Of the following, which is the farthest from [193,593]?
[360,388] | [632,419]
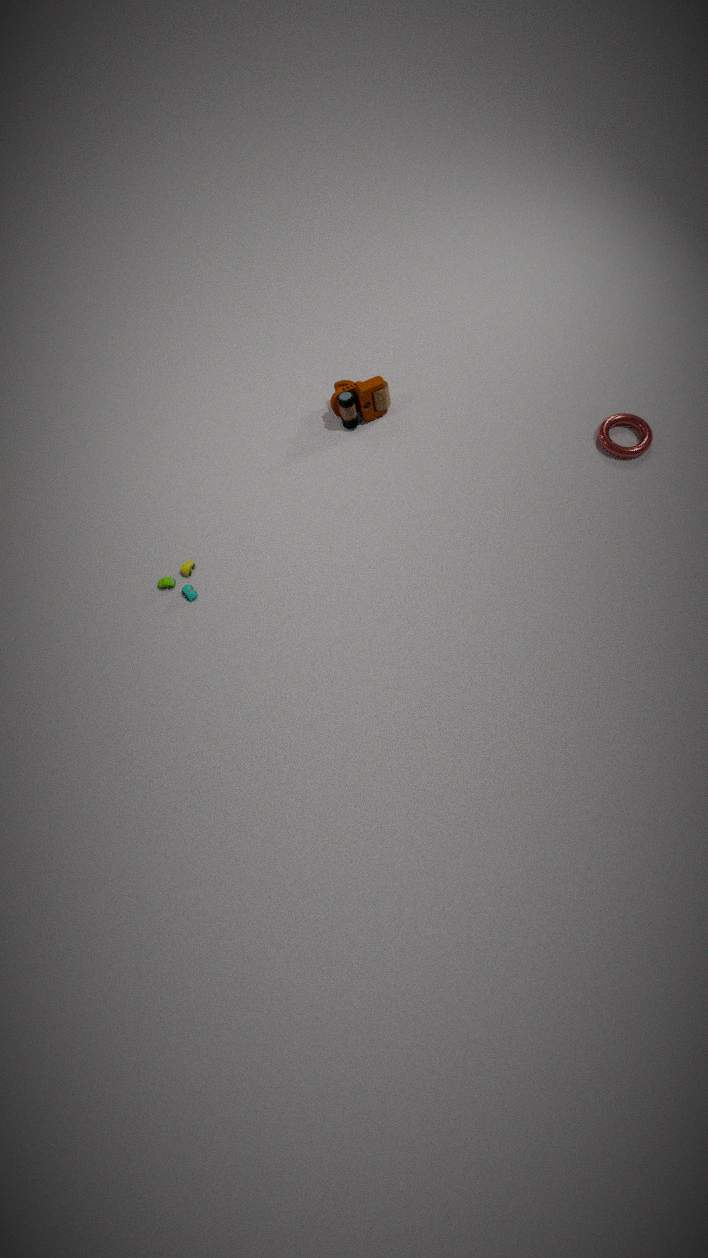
[632,419]
